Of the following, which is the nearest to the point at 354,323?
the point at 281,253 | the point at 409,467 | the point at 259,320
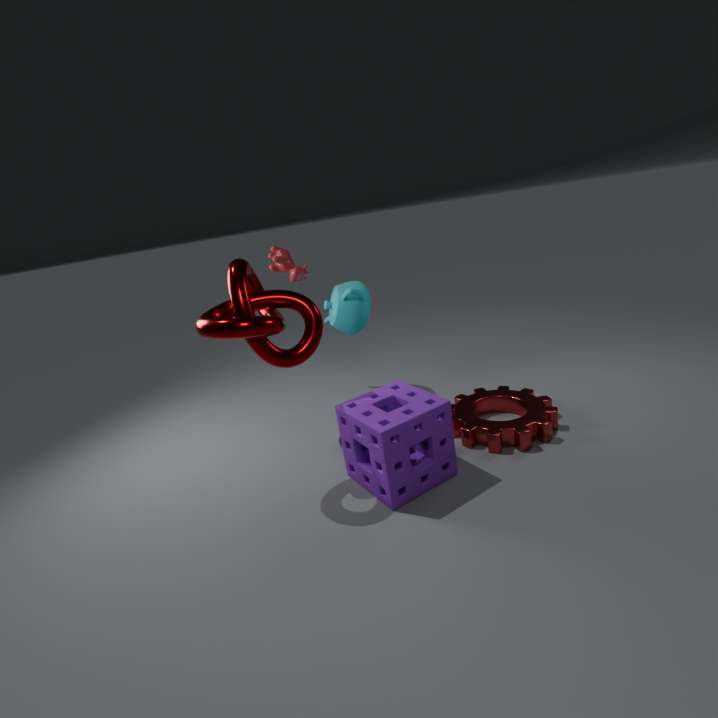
the point at 281,253
